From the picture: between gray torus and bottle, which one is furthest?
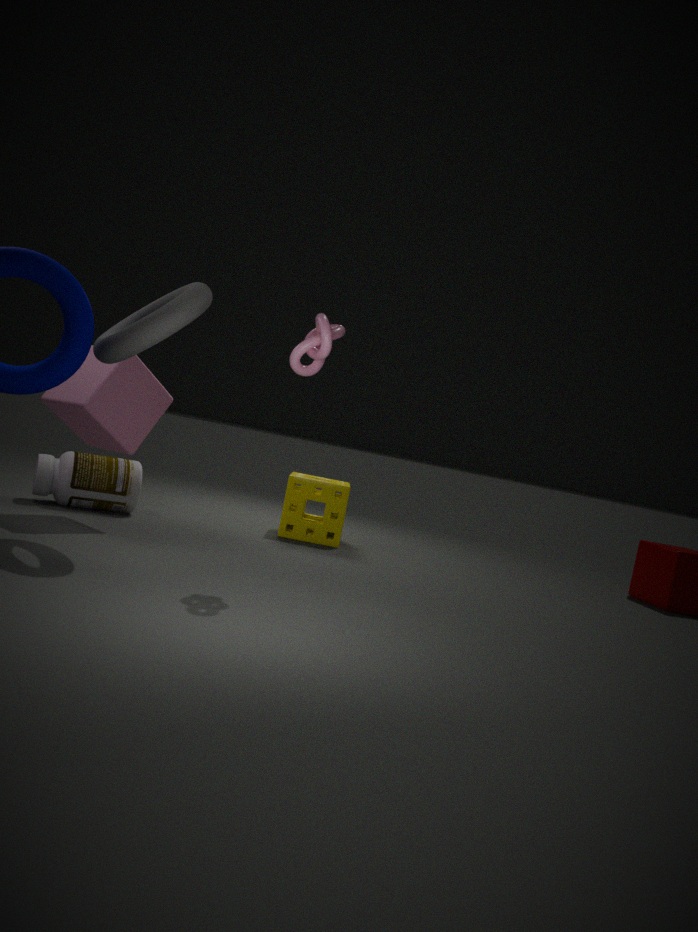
bottle
